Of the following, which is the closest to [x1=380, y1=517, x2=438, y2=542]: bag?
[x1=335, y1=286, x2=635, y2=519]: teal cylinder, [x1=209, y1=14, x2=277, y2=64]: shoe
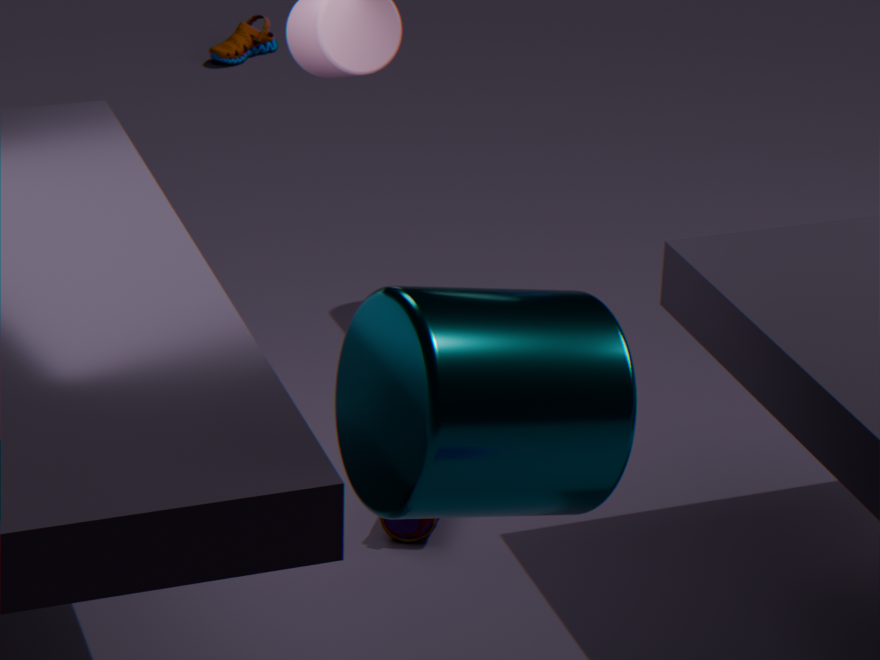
[x1=335, y1=286, x2=635, y2=519]: teal cylinder
